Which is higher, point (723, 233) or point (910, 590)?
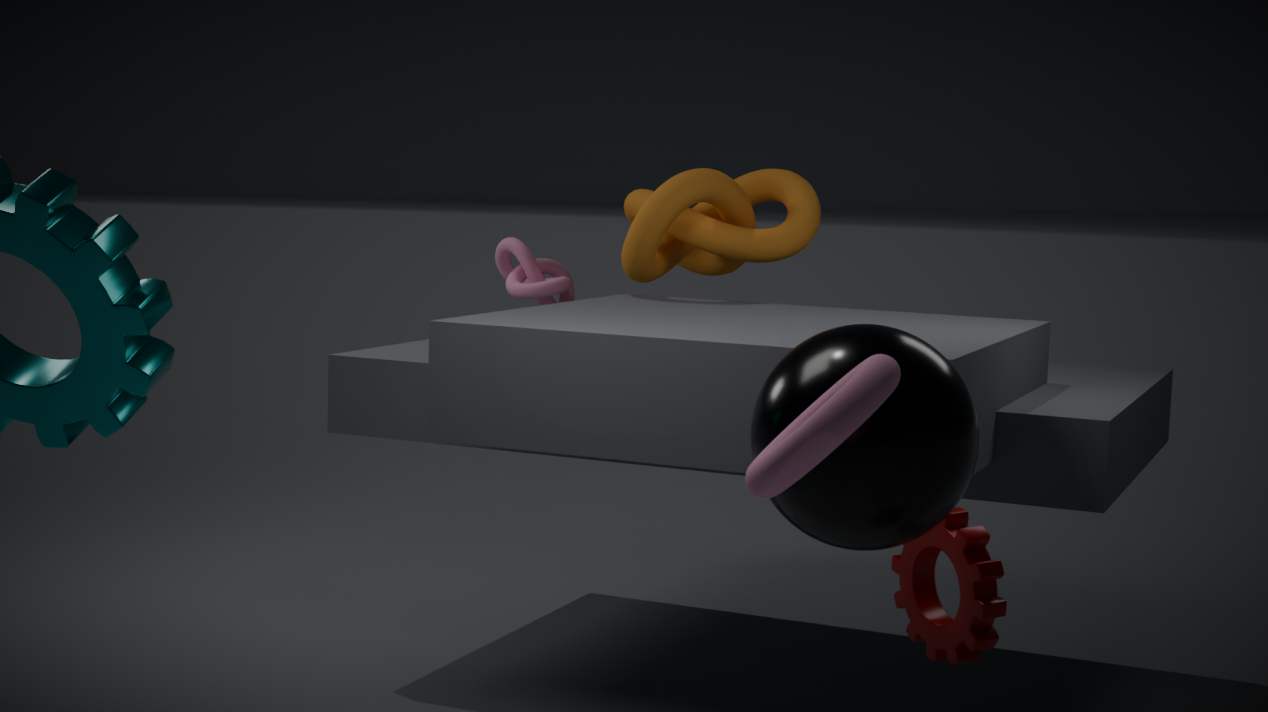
point (723, 233)
